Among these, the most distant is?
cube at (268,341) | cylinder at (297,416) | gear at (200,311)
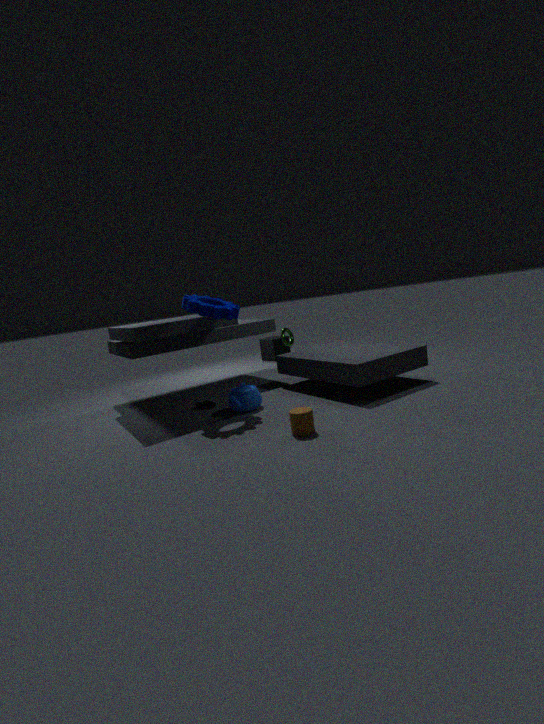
cube at (268,341)
